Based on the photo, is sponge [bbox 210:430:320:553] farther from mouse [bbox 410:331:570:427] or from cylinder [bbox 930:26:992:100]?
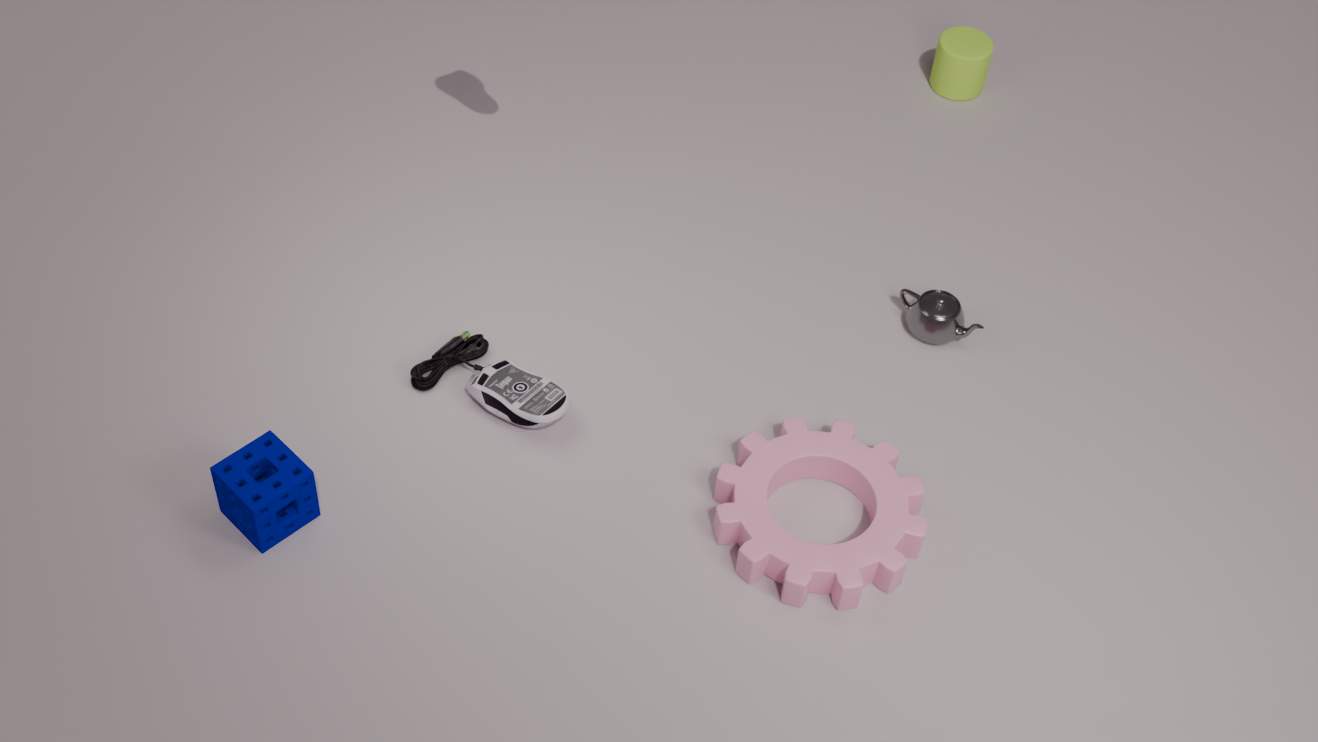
cylinder [bbox 930:26:992:100]
